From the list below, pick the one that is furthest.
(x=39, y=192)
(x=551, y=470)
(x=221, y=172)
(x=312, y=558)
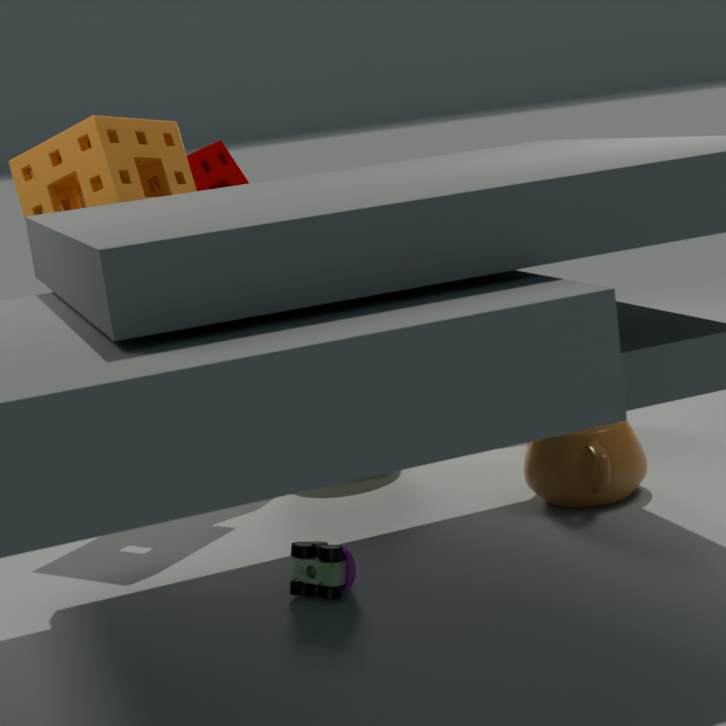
(x=221, y=172)
